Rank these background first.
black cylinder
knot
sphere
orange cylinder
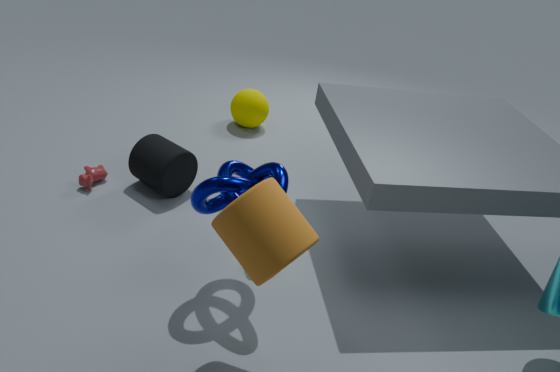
sphere
black cylinder
knot
orange cylinder
